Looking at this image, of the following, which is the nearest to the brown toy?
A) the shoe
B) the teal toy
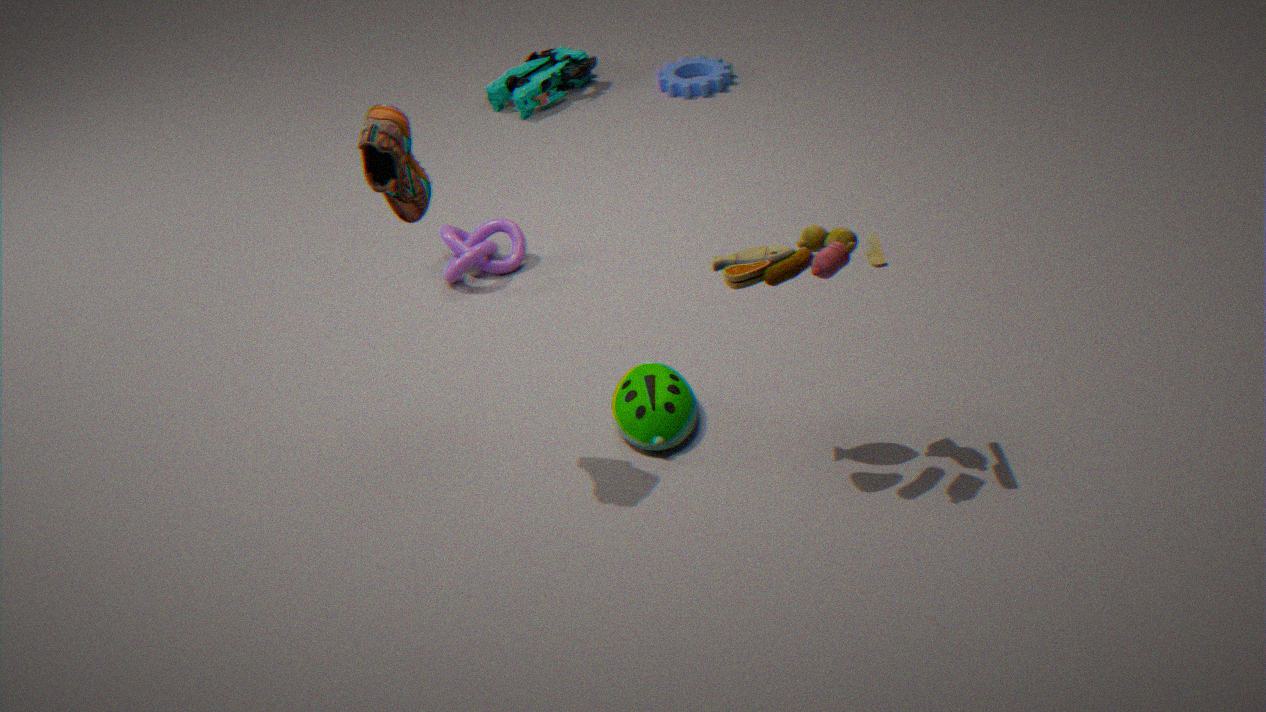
the shoe
